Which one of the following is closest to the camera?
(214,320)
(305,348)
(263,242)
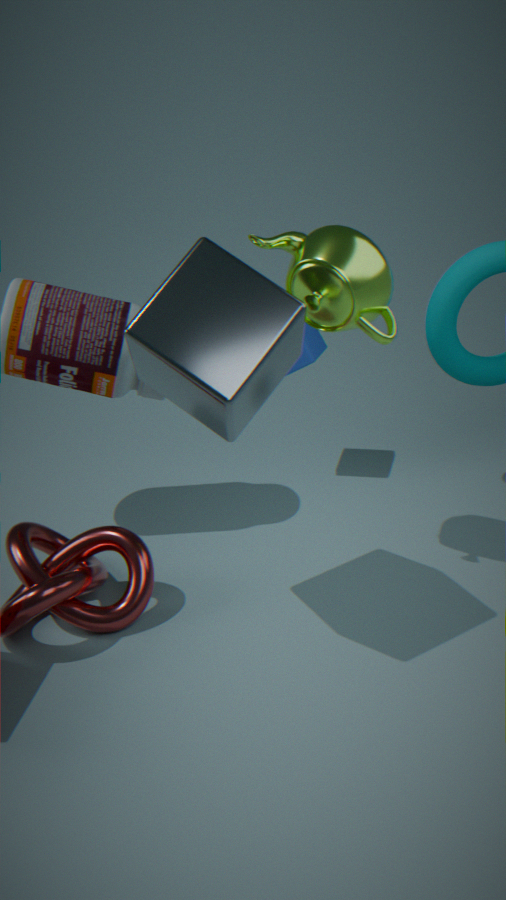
(214,320)
